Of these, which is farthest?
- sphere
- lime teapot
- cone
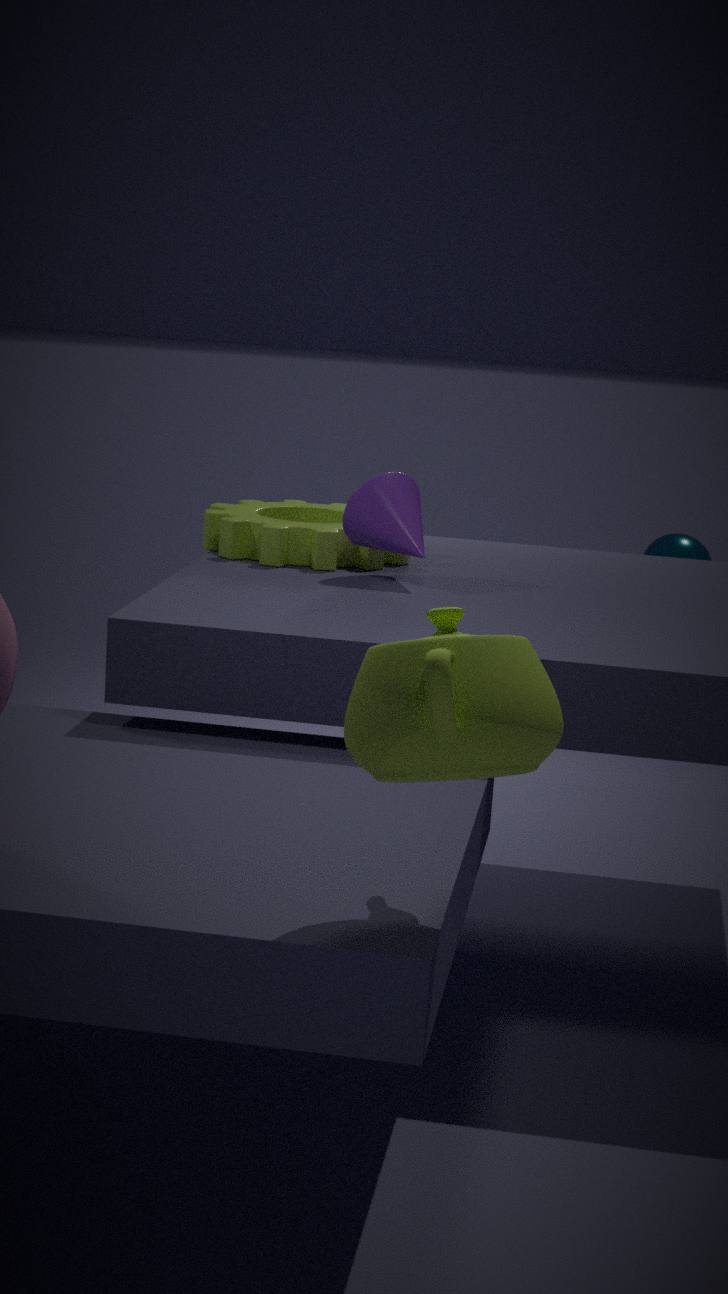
sphere
